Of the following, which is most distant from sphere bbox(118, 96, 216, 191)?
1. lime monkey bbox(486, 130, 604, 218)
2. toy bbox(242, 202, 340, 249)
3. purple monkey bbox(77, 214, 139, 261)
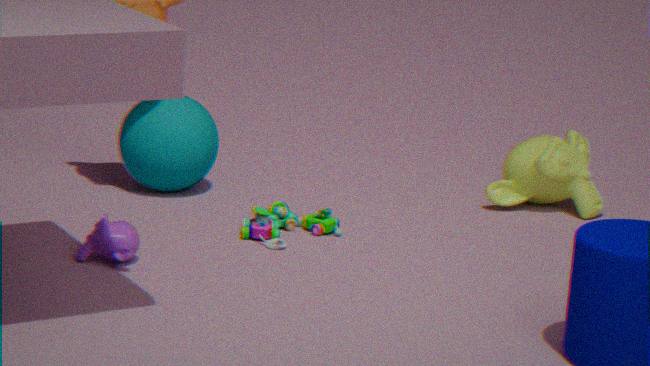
lime monkey bbox(486, 130, 604, 218)
